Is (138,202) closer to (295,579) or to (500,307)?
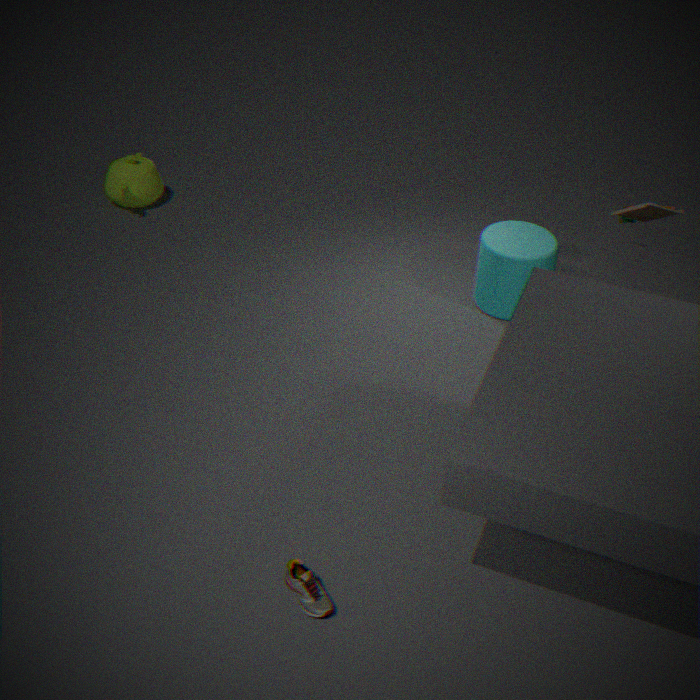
(500,307)
